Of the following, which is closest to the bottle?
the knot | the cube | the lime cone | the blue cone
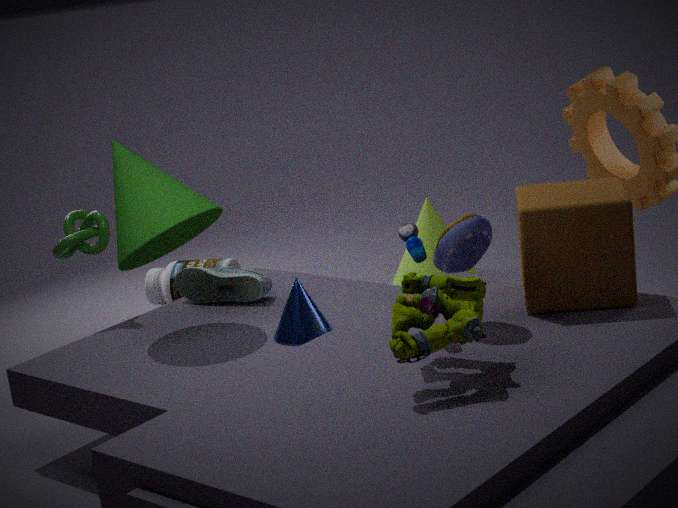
the lime cone
